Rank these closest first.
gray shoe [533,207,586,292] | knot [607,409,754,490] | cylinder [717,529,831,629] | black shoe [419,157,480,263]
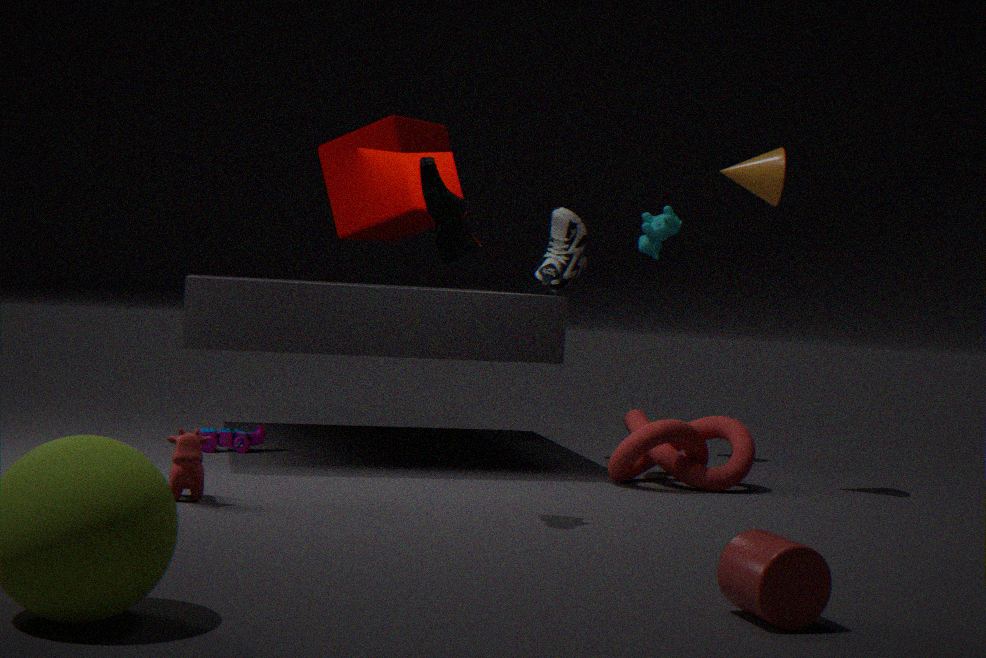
cylinder [717,529,831,629]
black shoe [419,157,480,263]
knot [607,409,754,490]
gray shoe [533,207,586,292]
